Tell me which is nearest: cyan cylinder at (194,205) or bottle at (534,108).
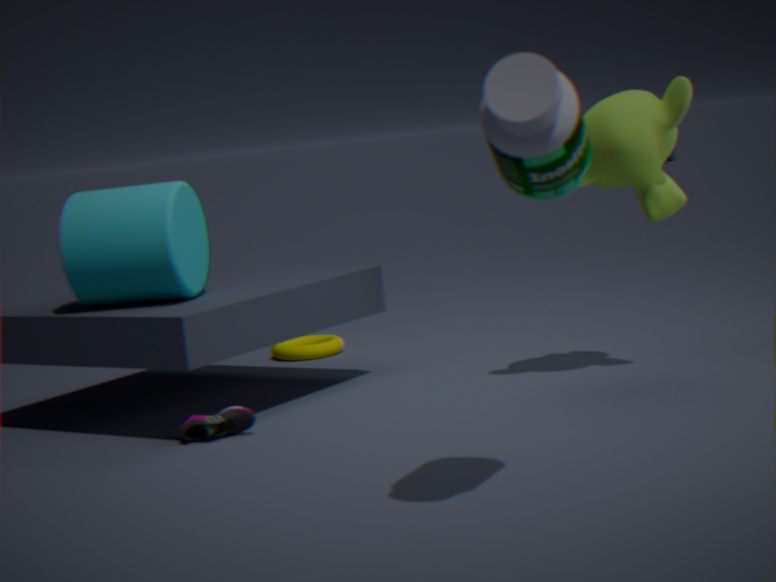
bottle at (534,108)
